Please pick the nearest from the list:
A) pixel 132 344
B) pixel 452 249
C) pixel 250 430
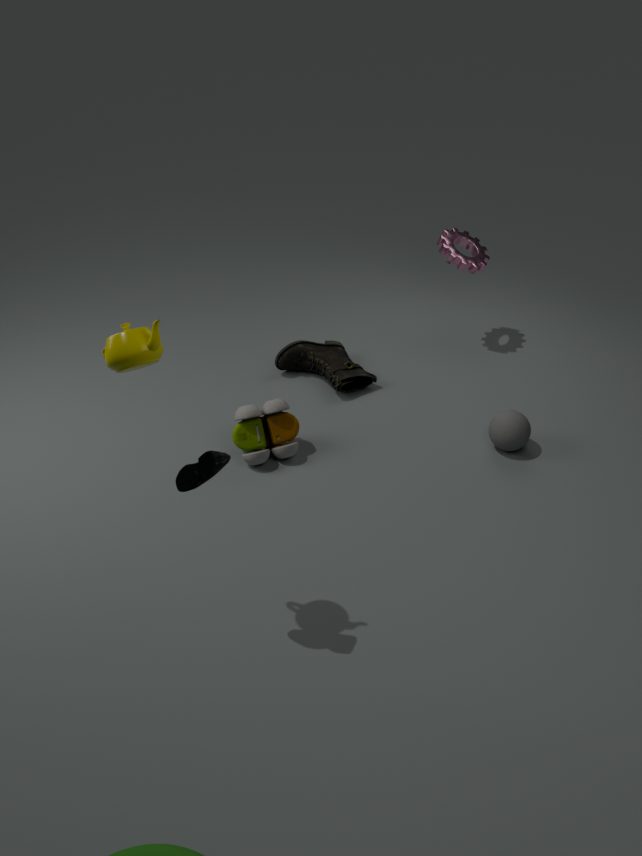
pixel 132 344
